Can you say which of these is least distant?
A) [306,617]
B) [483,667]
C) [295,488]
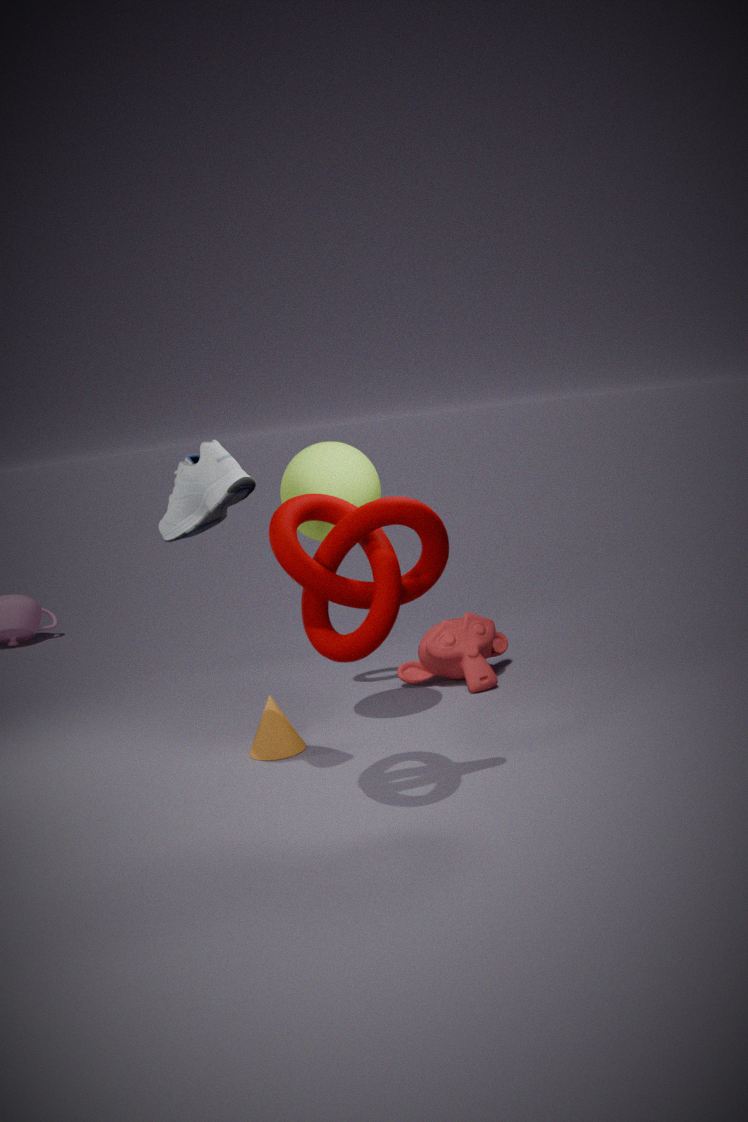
[306,617]
